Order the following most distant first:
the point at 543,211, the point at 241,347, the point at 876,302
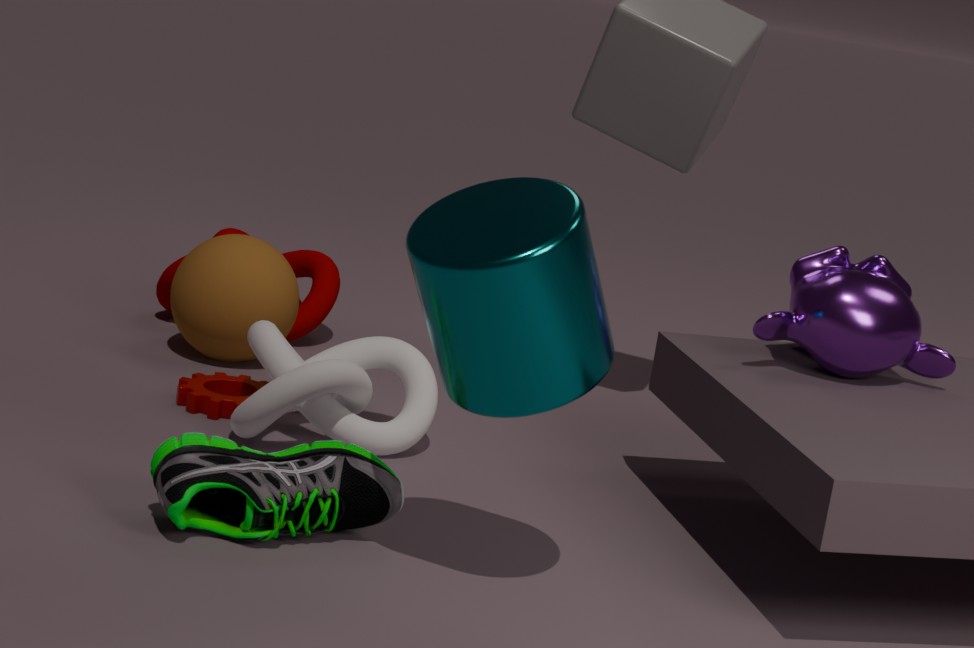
the point at 241,347, the point at 876,302, the point at 543,211
